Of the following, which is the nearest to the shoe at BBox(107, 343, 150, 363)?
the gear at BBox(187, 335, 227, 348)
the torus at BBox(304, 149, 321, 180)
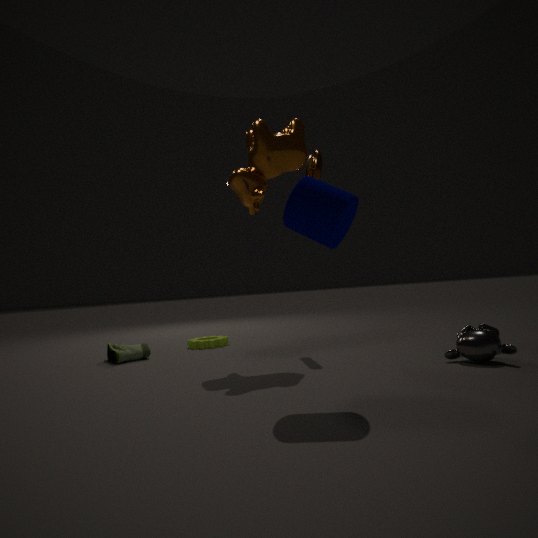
the gear at BBox(187, 335, 227, 348)
